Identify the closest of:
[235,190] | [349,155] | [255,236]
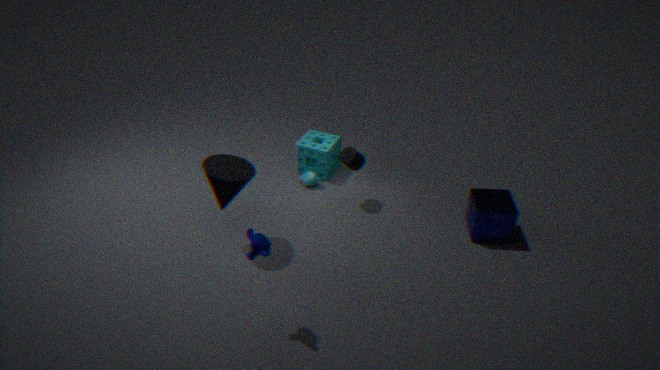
[255,236]
